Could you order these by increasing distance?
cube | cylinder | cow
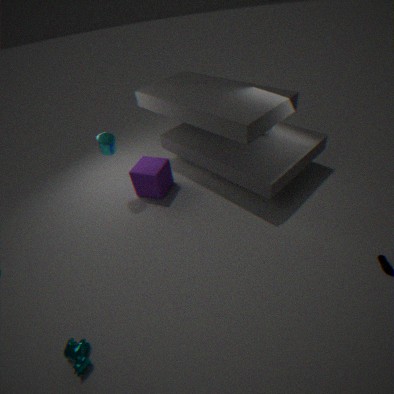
1. cow
2. cylinder
3. cube
